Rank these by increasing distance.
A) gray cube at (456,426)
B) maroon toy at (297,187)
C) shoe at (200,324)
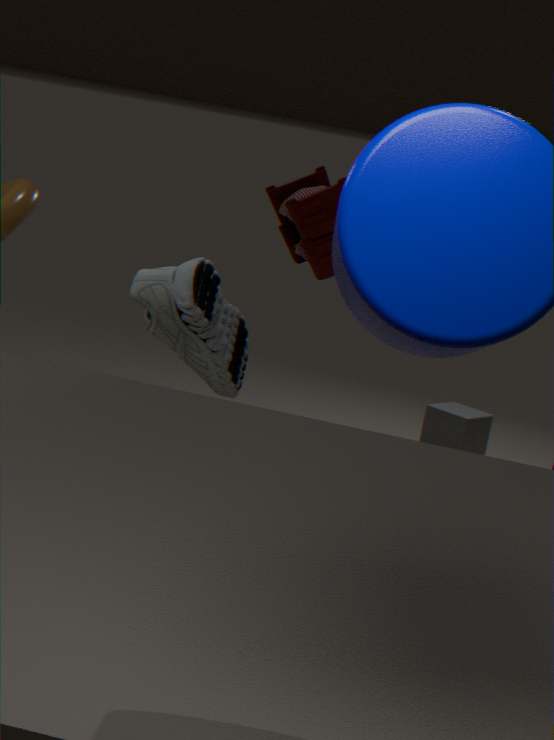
maroon toy at (297,187), shoe at (200,324), gray cube at (456,426)
